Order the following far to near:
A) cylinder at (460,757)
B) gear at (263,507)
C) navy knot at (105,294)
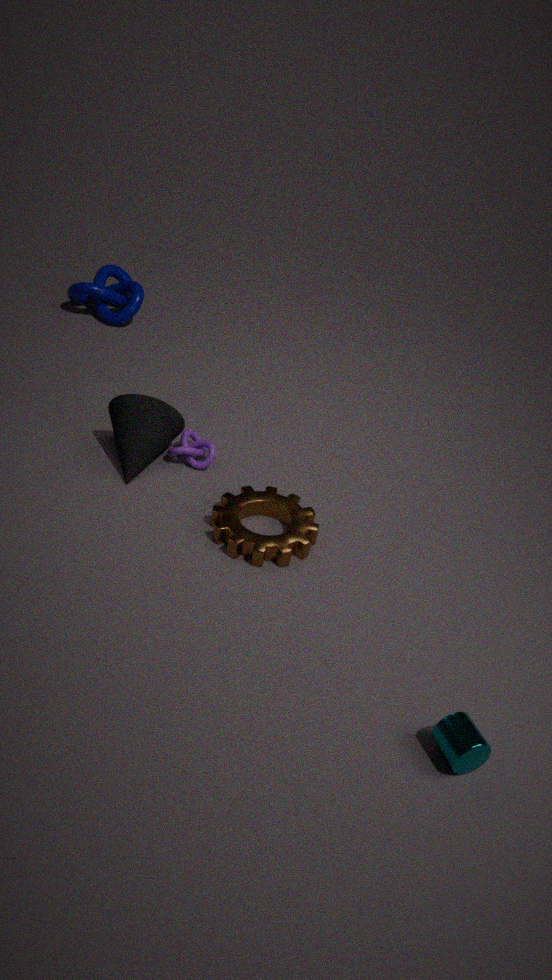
navy knot at (105,294) < gear at (263,507) < cylinder at (460,757)
